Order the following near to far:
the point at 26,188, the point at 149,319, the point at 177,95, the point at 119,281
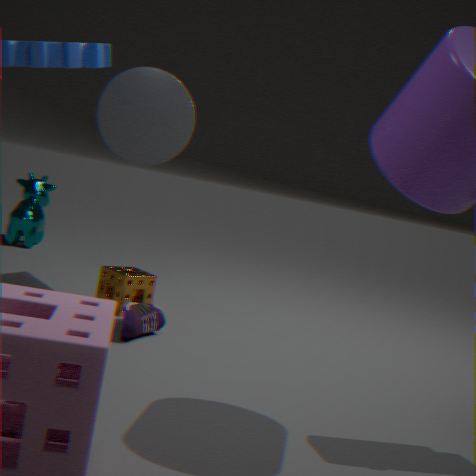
the point at 149,319 → the point at 119,281 → the point at 177,95 → the point at 26,188
